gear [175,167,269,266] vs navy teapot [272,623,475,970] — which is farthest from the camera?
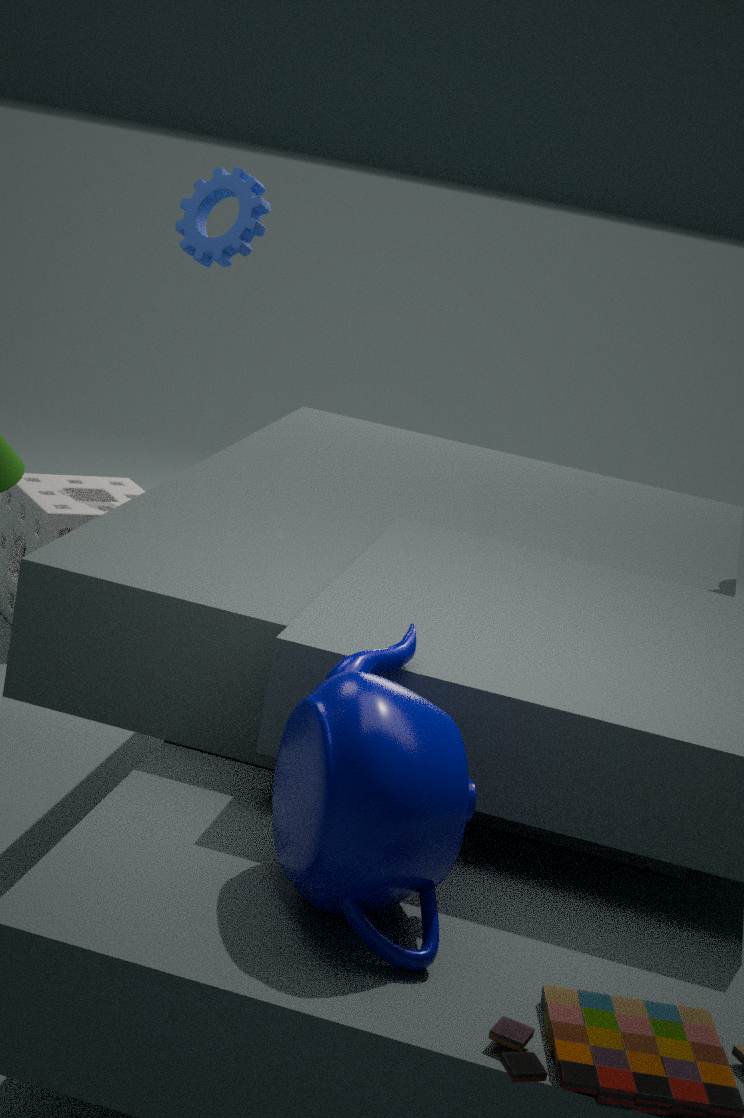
gear [175,167,269,266]
